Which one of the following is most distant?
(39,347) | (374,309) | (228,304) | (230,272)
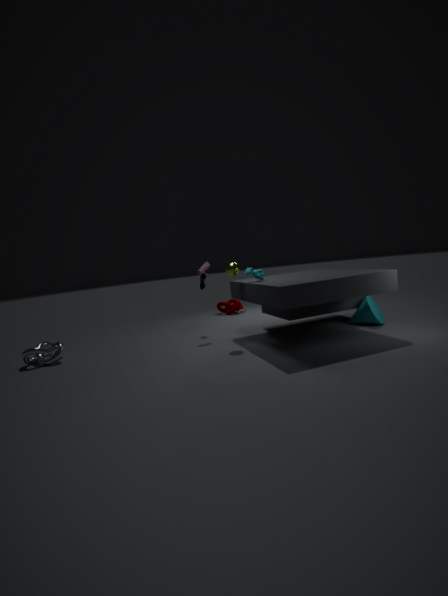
(228,304)
